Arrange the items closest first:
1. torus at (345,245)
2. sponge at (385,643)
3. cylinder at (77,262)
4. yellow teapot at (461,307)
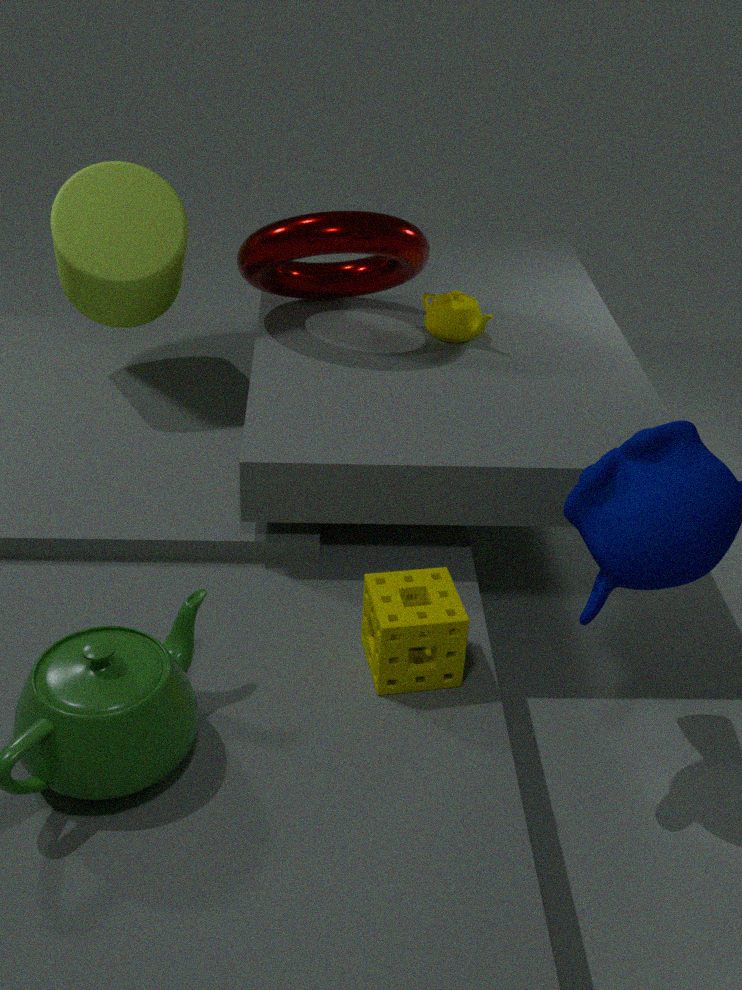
sponge at (385,643)
torus at (345,245)
cylinder at (77,262)
yellow teapot at (461,307)
